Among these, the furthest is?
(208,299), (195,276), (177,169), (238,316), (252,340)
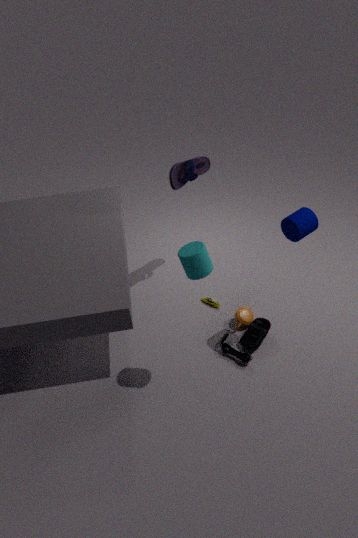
(208,299)
